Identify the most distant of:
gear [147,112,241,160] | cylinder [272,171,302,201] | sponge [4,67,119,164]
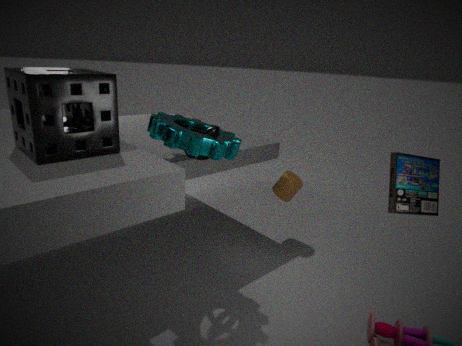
cylinder [272,171,302,201]
